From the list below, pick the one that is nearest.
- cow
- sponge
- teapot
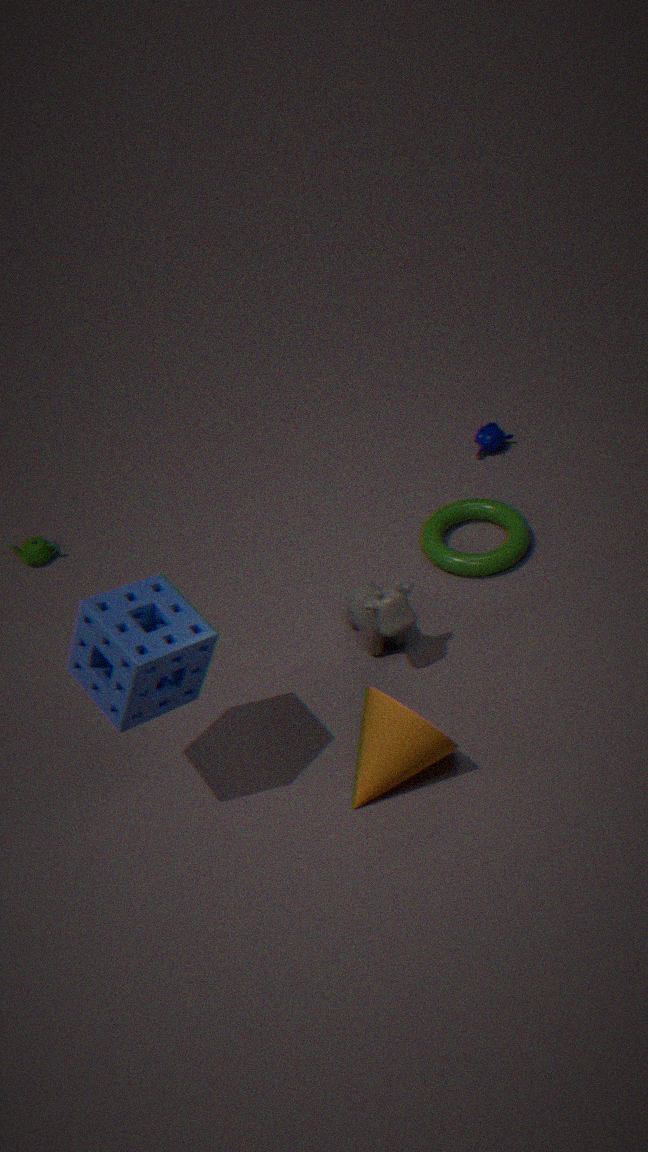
sponge
